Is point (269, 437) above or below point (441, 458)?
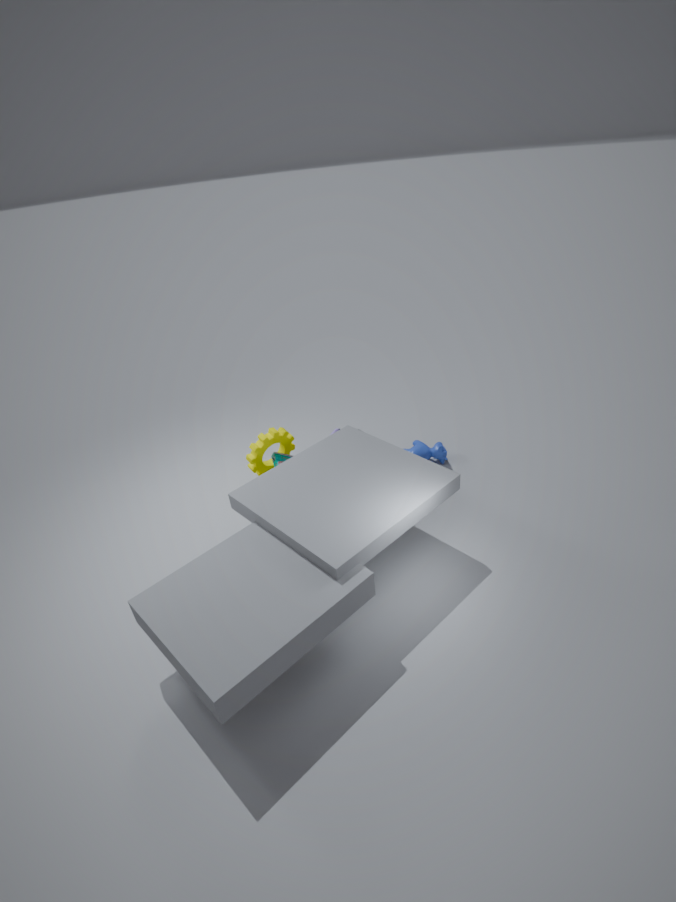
above
